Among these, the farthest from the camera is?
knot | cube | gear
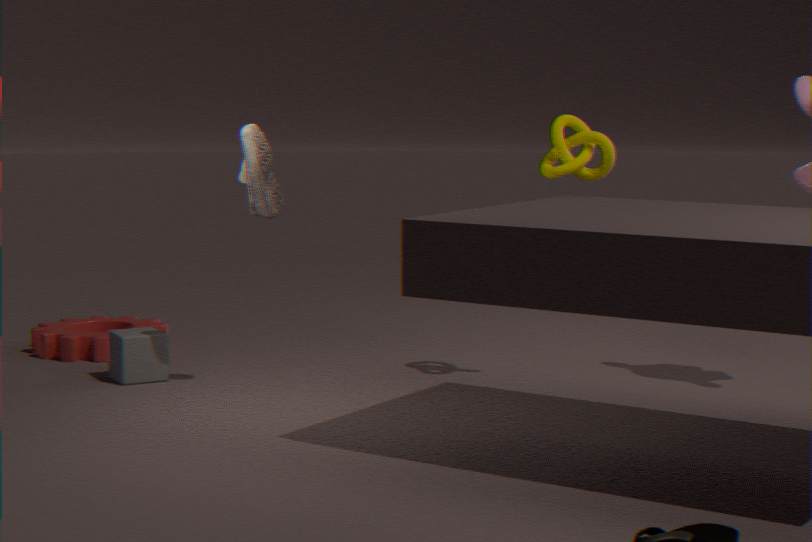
gear
